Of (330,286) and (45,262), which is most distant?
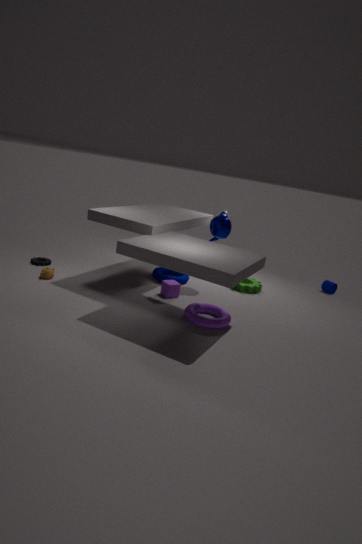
(330,286)
